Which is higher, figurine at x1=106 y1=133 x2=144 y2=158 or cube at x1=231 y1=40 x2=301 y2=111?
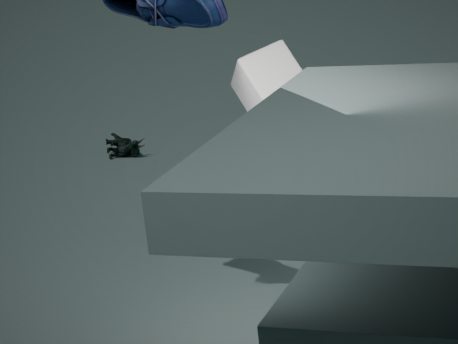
cube at x1=231 y1=40 x2=301 y2=111
